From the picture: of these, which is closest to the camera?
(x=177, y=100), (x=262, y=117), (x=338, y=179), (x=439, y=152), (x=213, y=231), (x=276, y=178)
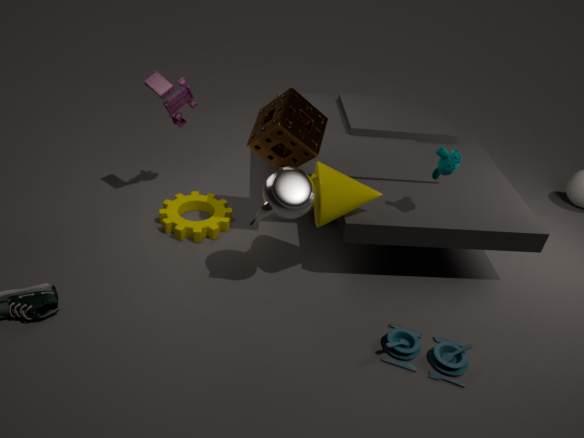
(x=276, y=178)
